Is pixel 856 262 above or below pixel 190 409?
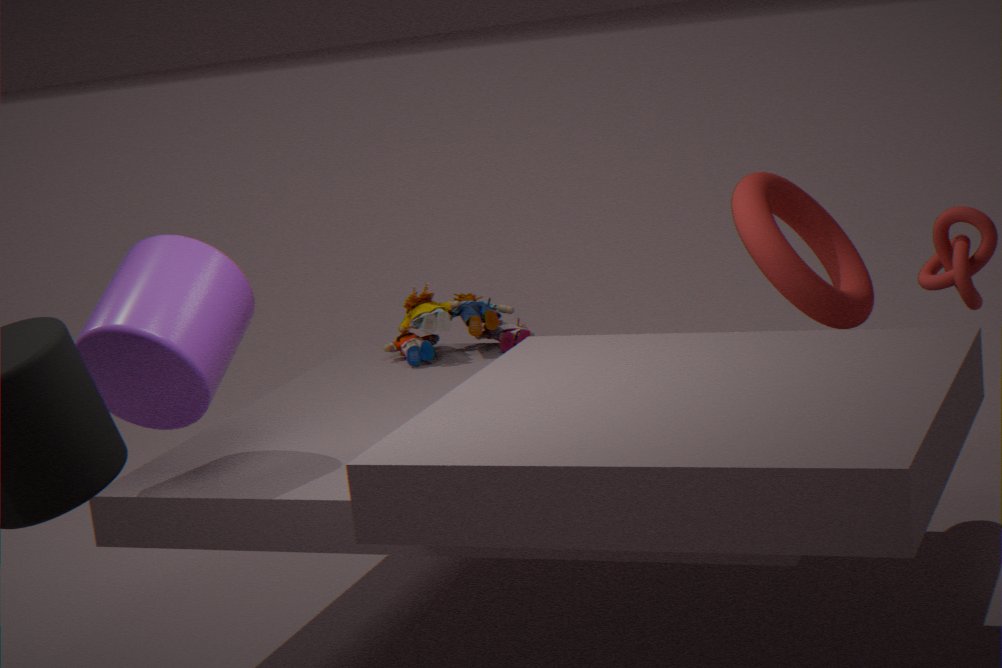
below
